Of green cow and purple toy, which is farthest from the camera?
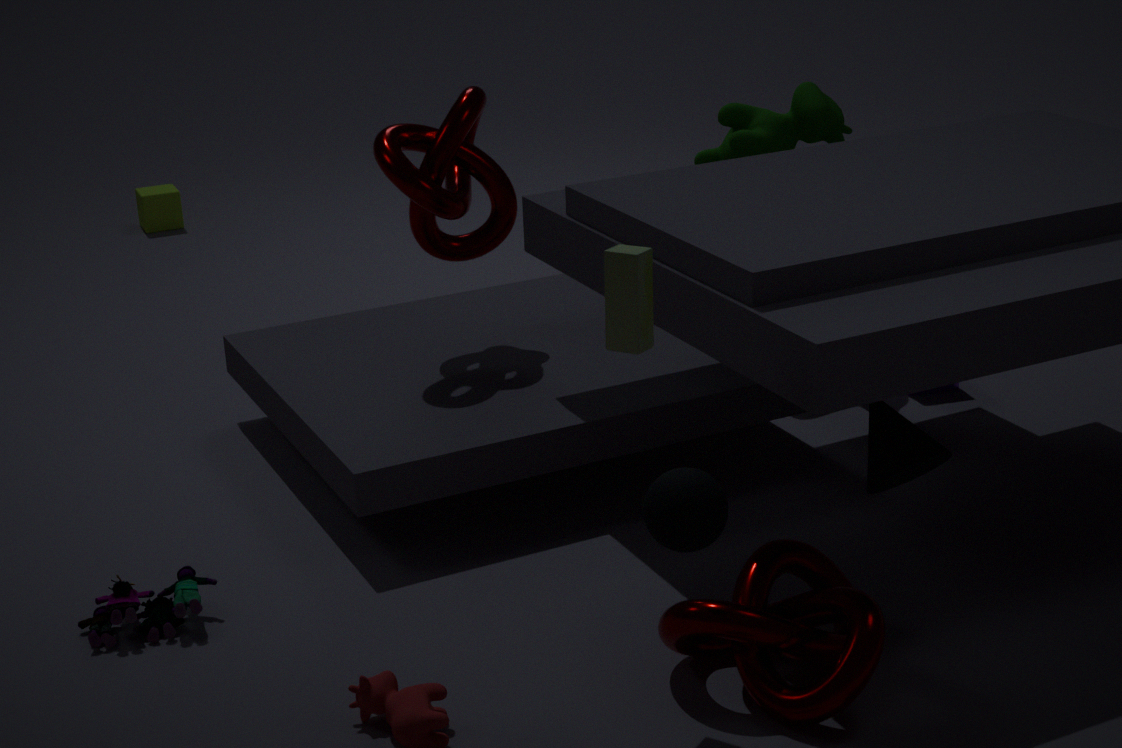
A: green cow
